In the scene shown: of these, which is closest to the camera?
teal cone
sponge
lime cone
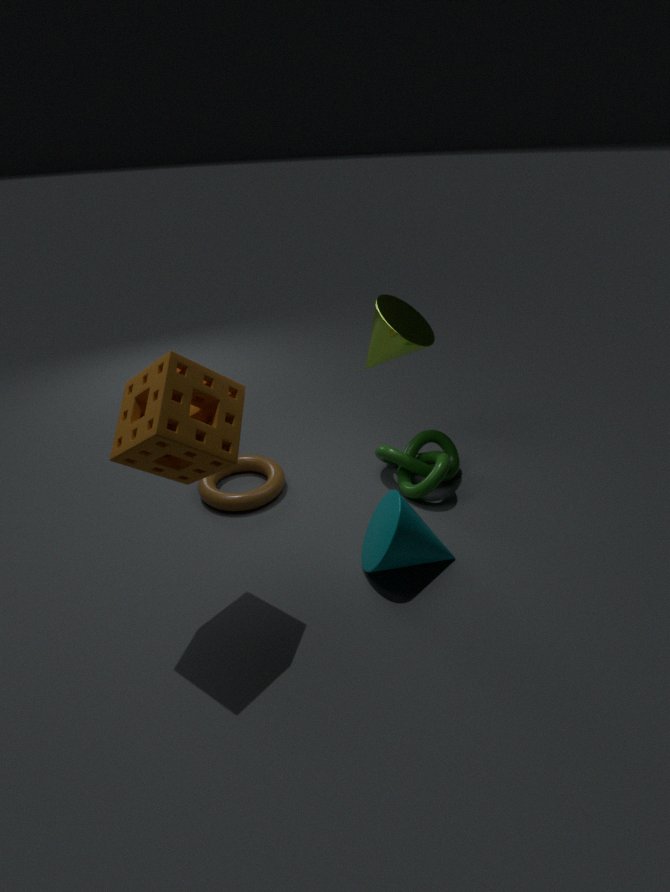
sponge
